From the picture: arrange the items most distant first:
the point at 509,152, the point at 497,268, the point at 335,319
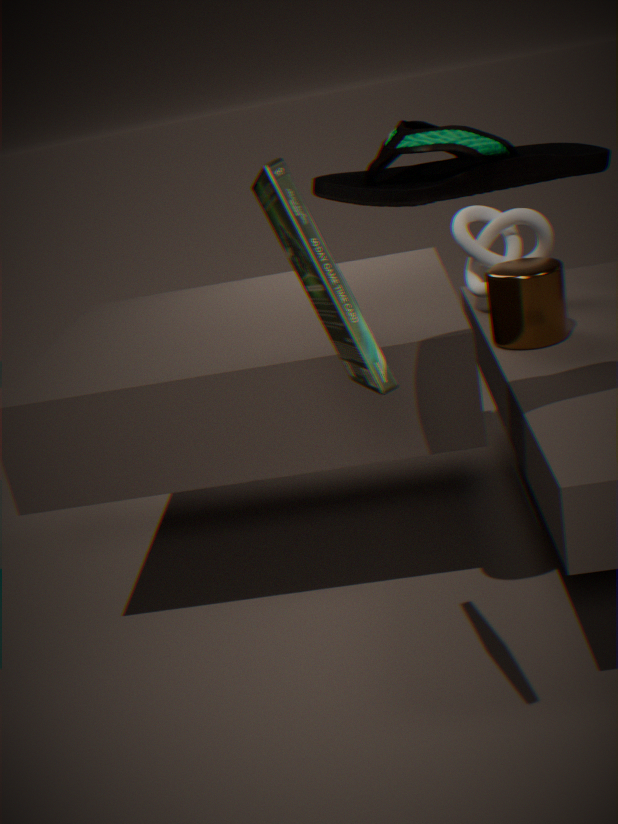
the point at 497,268
the point at 509,152
the point at 335,319
